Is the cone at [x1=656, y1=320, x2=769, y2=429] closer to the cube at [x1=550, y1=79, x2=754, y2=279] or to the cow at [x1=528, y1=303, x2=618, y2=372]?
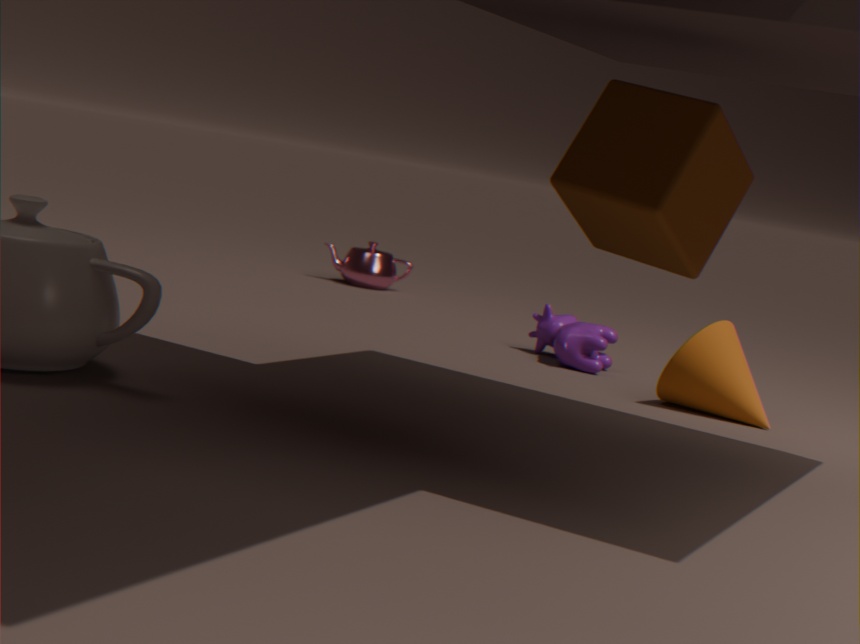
the cow at [x1=528, y1=303, x2=618, y2=372]
